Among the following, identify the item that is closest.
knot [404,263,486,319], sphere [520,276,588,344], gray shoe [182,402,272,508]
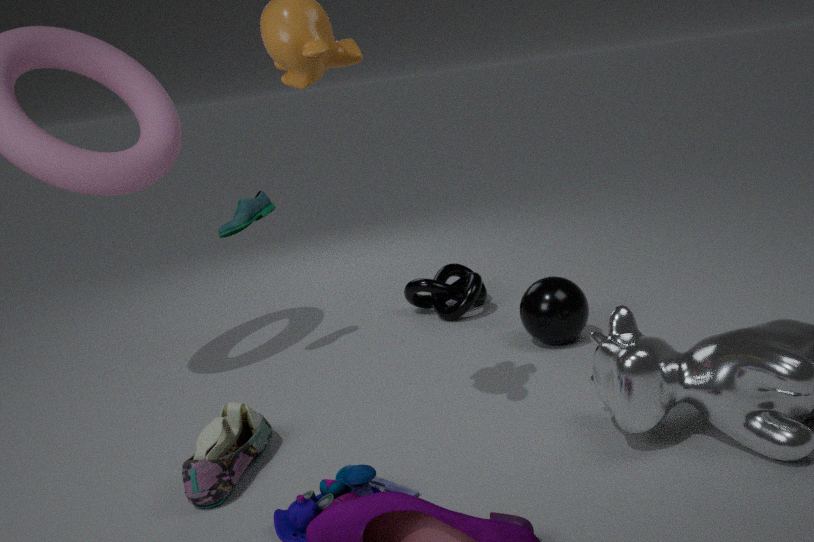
gray shoe [182,402,272,508]
